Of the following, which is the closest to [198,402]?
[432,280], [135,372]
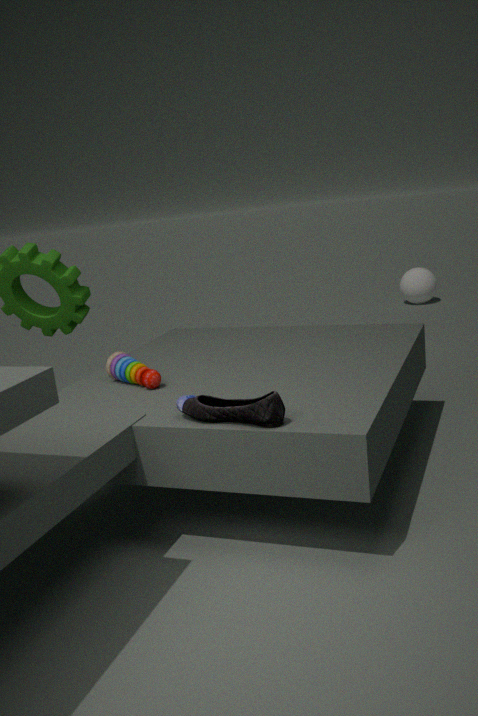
[135,372]
